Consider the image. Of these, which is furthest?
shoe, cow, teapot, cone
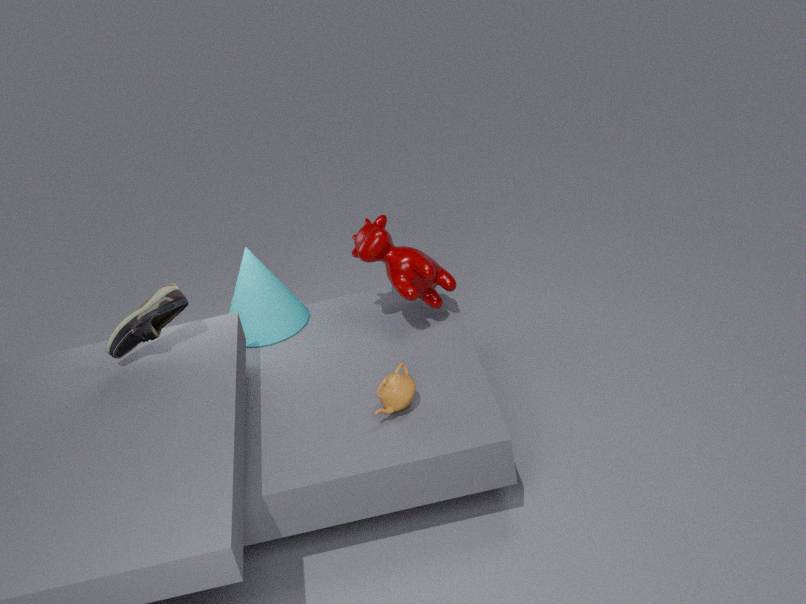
cone
